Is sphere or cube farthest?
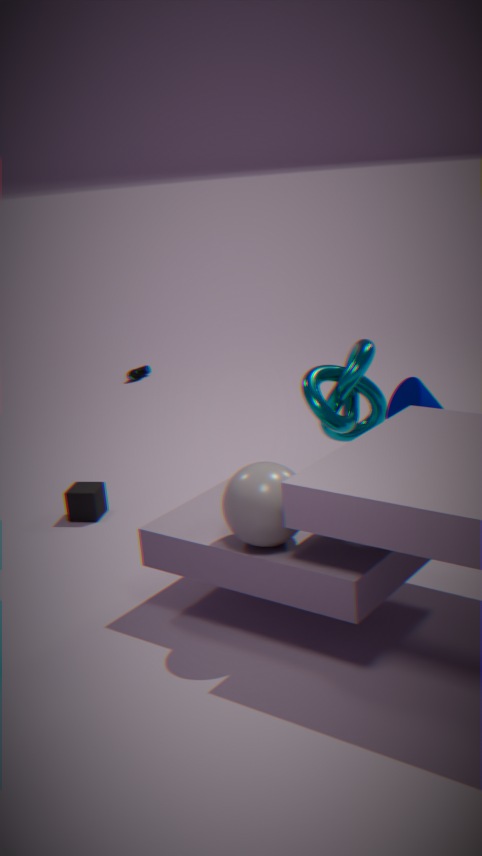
cube
